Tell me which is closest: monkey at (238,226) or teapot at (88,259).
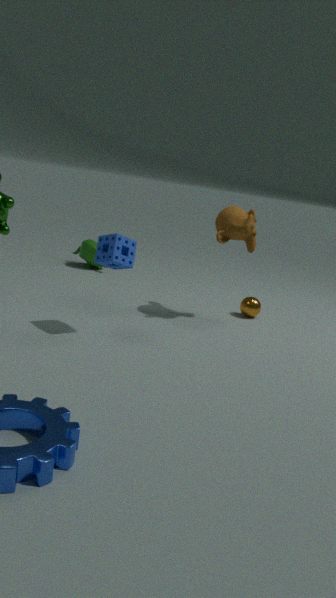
monkey at (238,226)
